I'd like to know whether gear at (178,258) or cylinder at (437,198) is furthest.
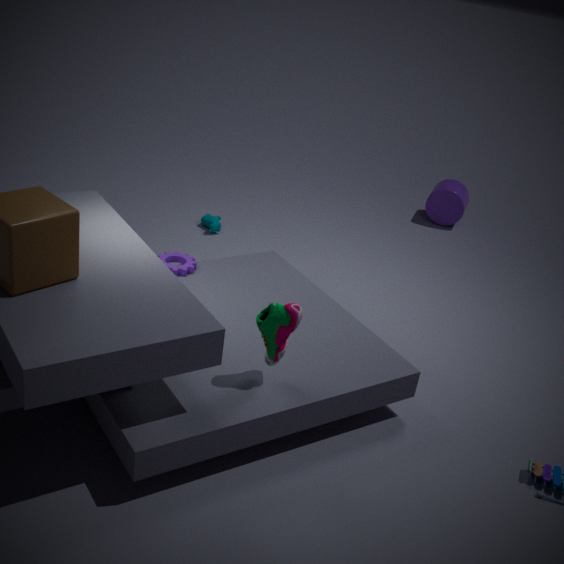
cylinder at (437,198)
